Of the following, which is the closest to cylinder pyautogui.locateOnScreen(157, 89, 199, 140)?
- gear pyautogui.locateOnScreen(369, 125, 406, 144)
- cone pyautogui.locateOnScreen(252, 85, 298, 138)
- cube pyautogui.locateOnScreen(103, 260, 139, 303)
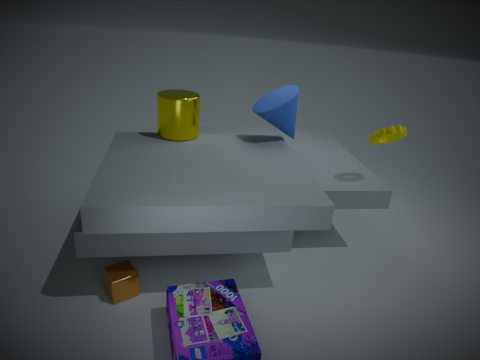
cone pyautogui.locateOnScreen(252, 85, 298, 138)
